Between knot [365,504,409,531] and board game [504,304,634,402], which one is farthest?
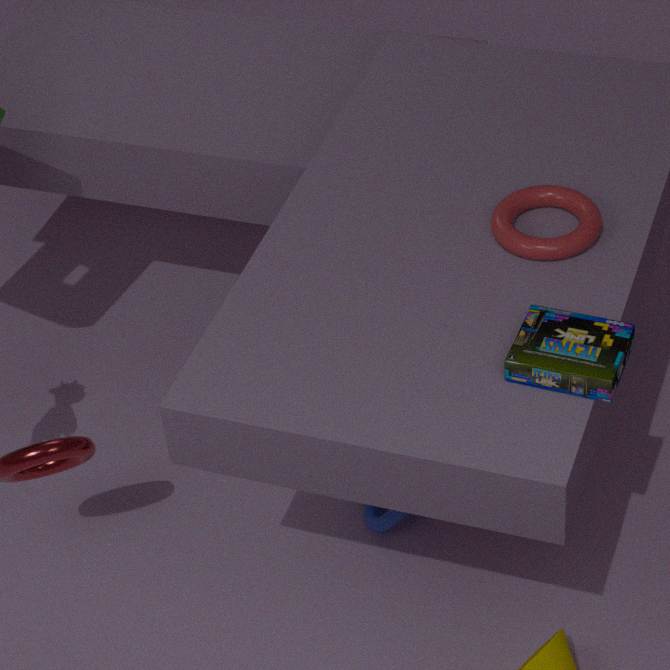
Answer: knot [365,504,409,531]
